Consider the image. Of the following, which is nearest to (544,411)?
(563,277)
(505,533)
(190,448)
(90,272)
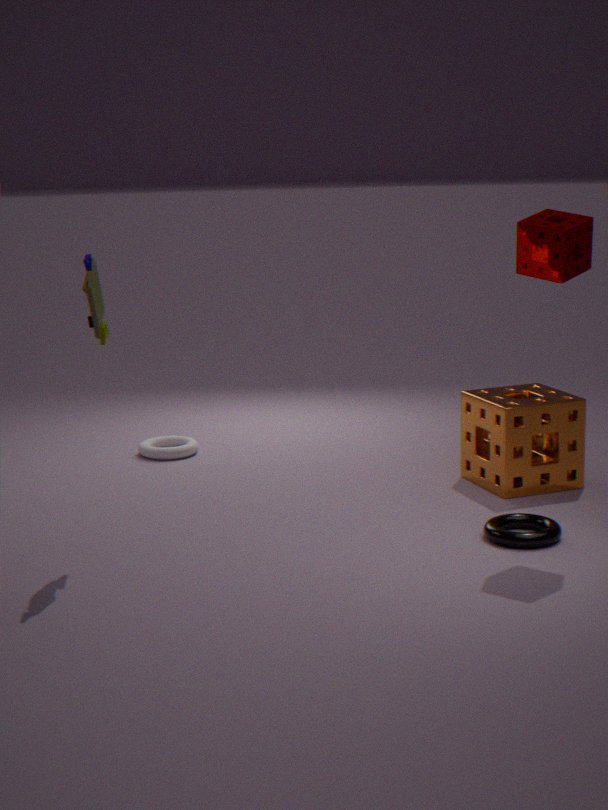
(505,533)
